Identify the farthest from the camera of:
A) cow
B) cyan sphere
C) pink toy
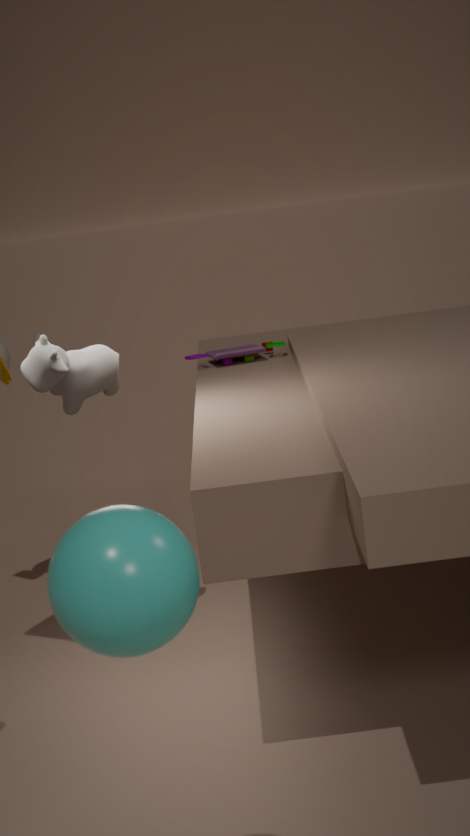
pink toy
